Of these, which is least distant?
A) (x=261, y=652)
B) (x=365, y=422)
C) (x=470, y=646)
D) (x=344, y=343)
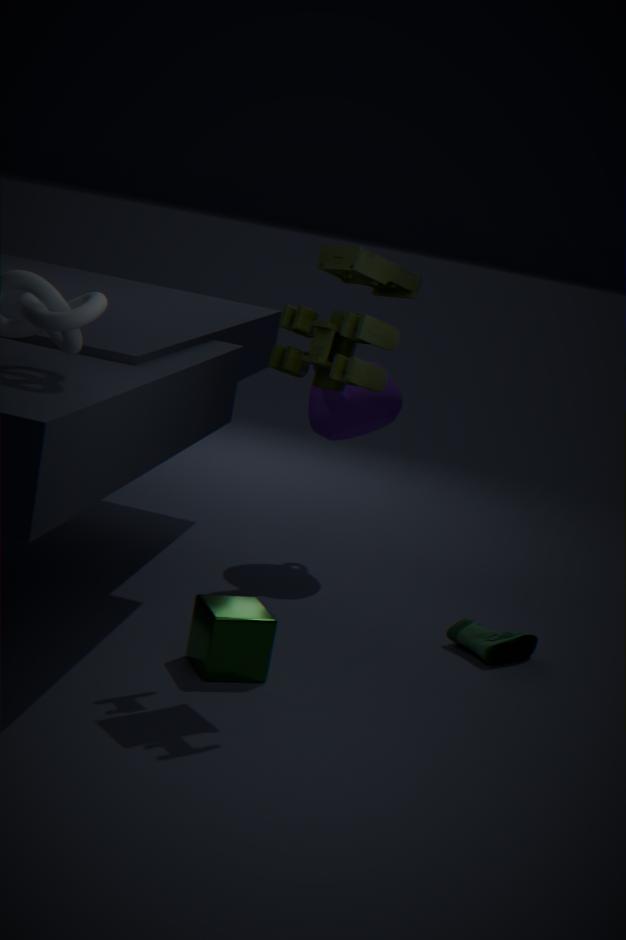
(x=344, y=343)
